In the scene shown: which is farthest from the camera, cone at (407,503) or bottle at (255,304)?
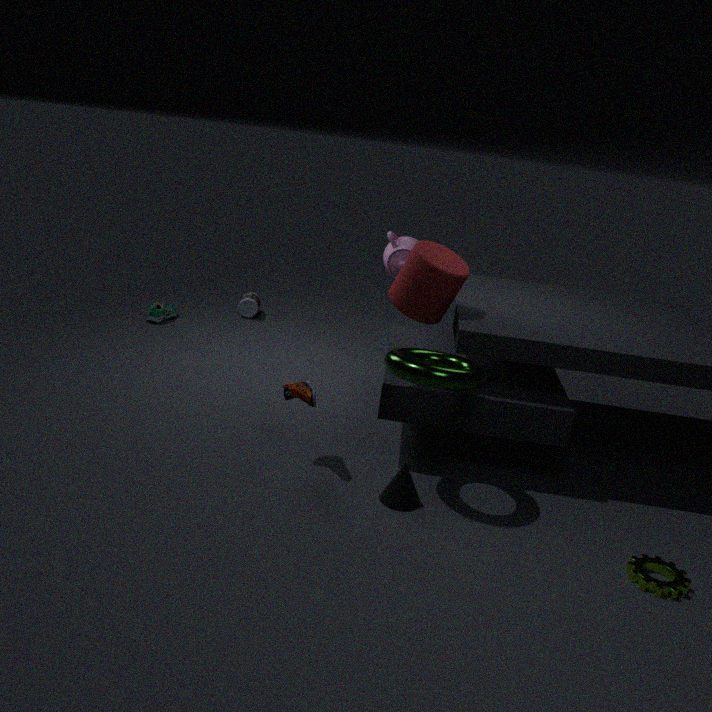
bottle at (255,304)
